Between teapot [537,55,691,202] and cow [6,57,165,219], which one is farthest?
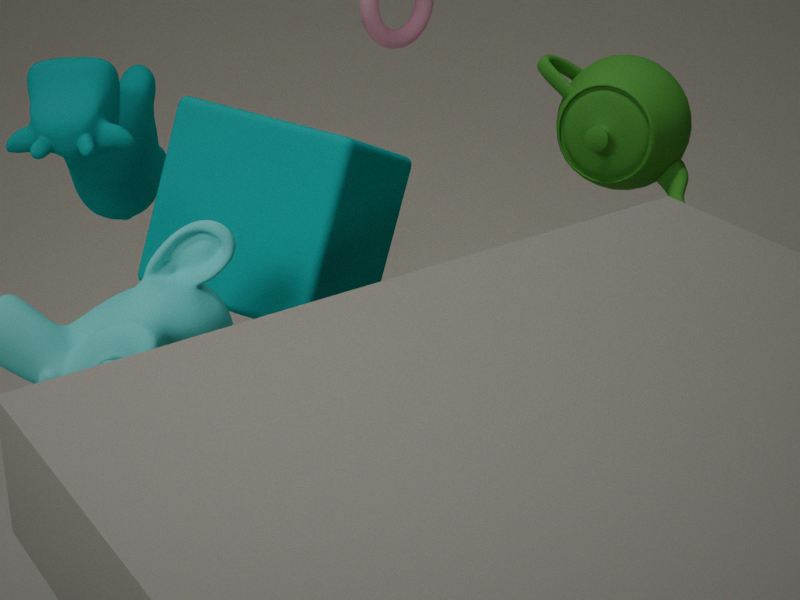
teapot [537,55,691,202]
